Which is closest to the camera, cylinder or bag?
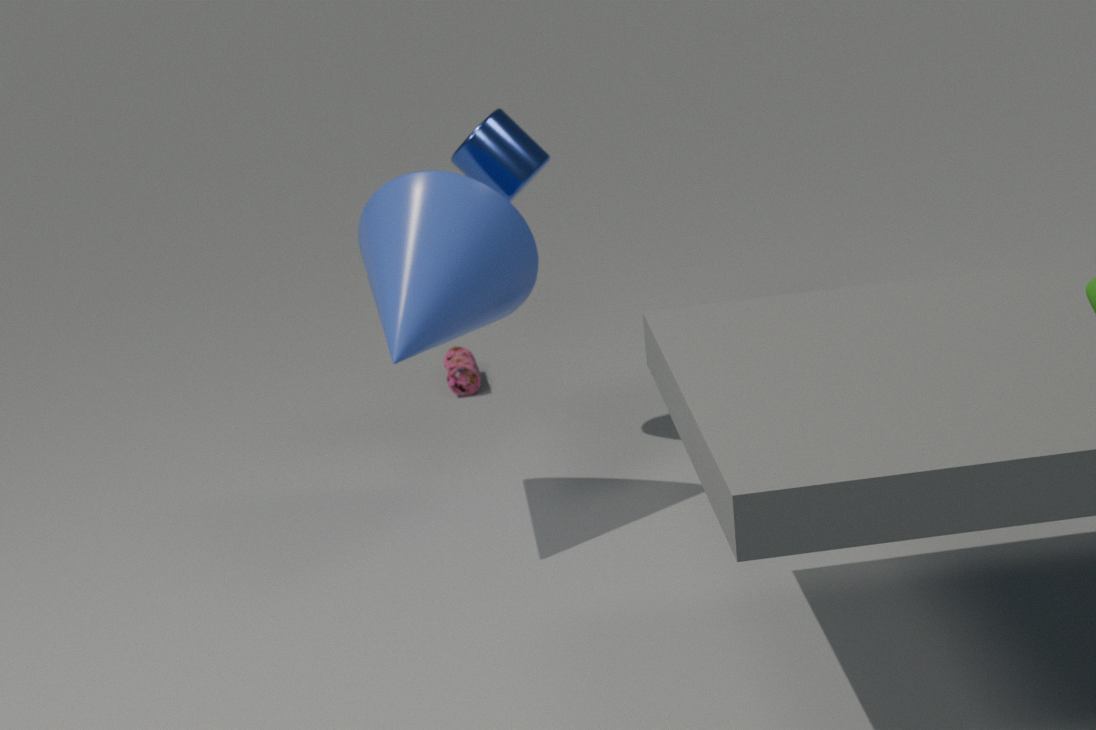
cylinder
